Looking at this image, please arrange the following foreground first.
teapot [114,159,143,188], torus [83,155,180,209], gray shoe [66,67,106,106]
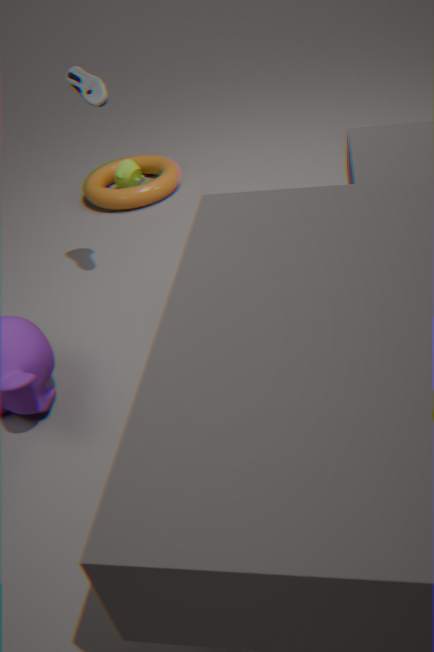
gray shoe [66,67,106,106], torus [83,155,180,209], teapot [114,159,143,188]
